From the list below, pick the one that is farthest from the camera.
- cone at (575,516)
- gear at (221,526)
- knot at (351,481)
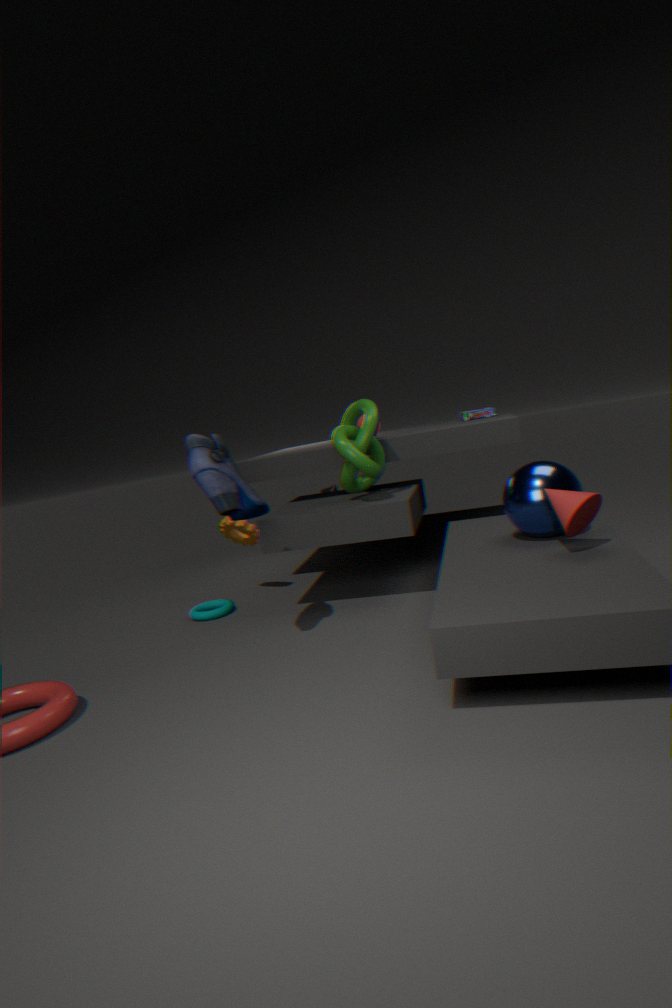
gear at (221,526)
